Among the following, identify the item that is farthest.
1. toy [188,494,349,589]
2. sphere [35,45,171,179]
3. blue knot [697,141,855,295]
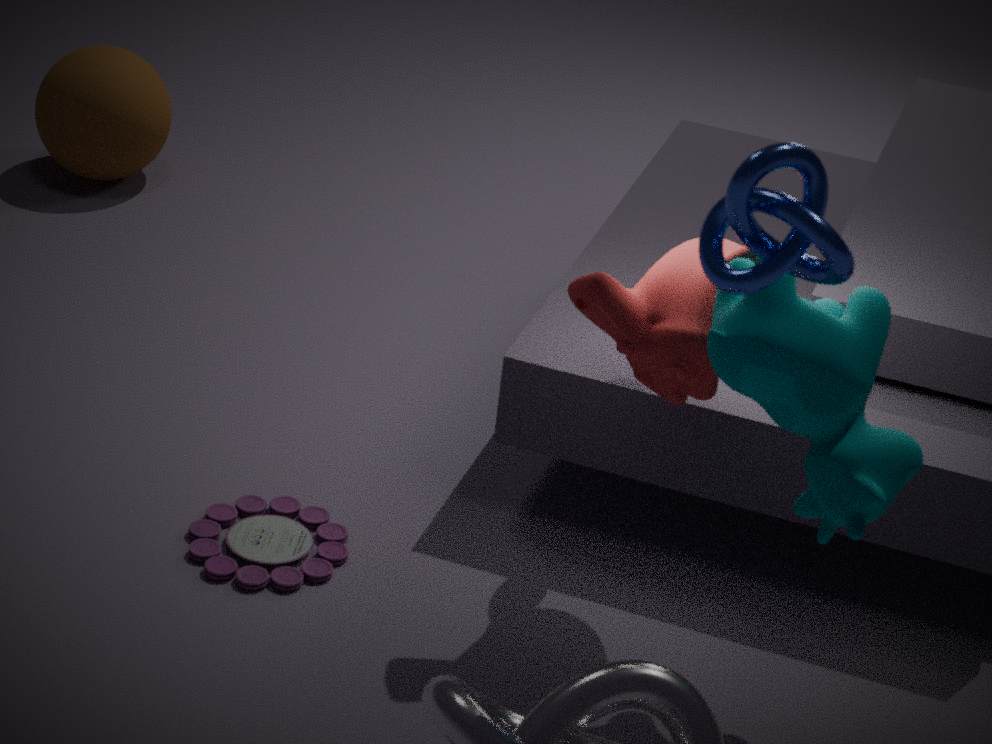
sphere [35,45,171,179]
